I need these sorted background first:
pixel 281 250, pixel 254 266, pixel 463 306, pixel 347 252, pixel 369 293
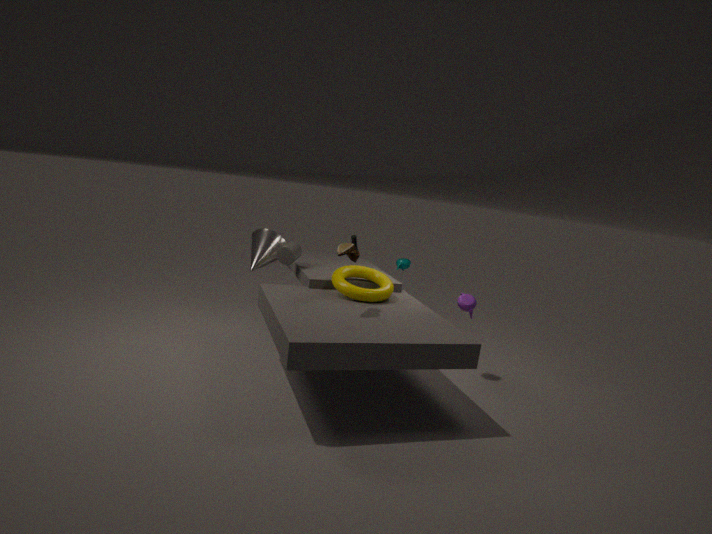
pixel 254 266 → pixel 281 250 → pixel 463 306 → pixel 369 293 → pixel 347 252
